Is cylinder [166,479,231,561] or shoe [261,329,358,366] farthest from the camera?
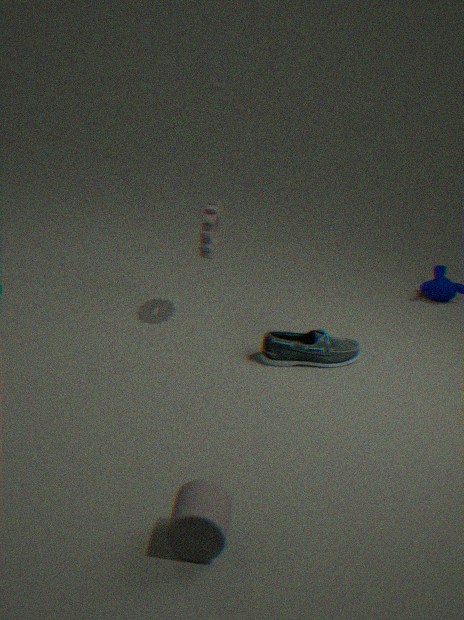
shoe [261,329,358,366]
